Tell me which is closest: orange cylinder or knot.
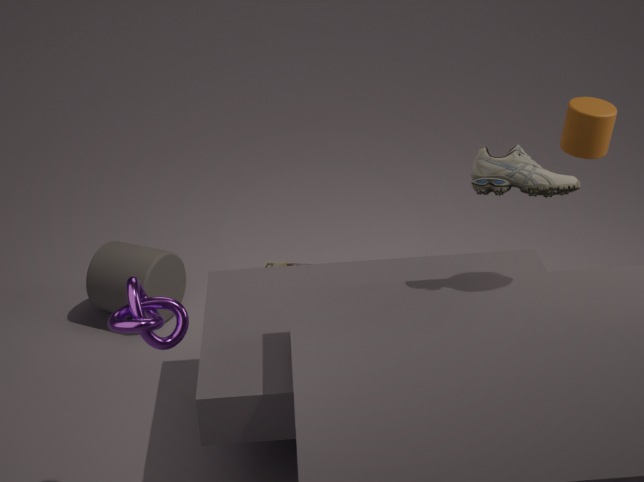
knot
